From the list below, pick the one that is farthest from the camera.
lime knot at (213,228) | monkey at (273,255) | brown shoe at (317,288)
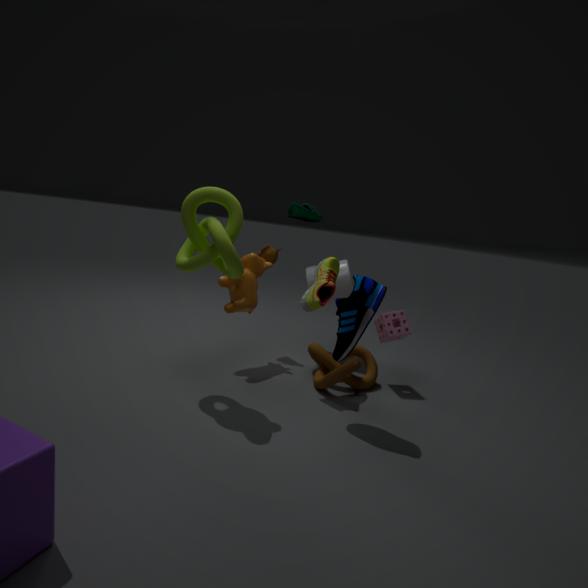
monkey at (273,255)
